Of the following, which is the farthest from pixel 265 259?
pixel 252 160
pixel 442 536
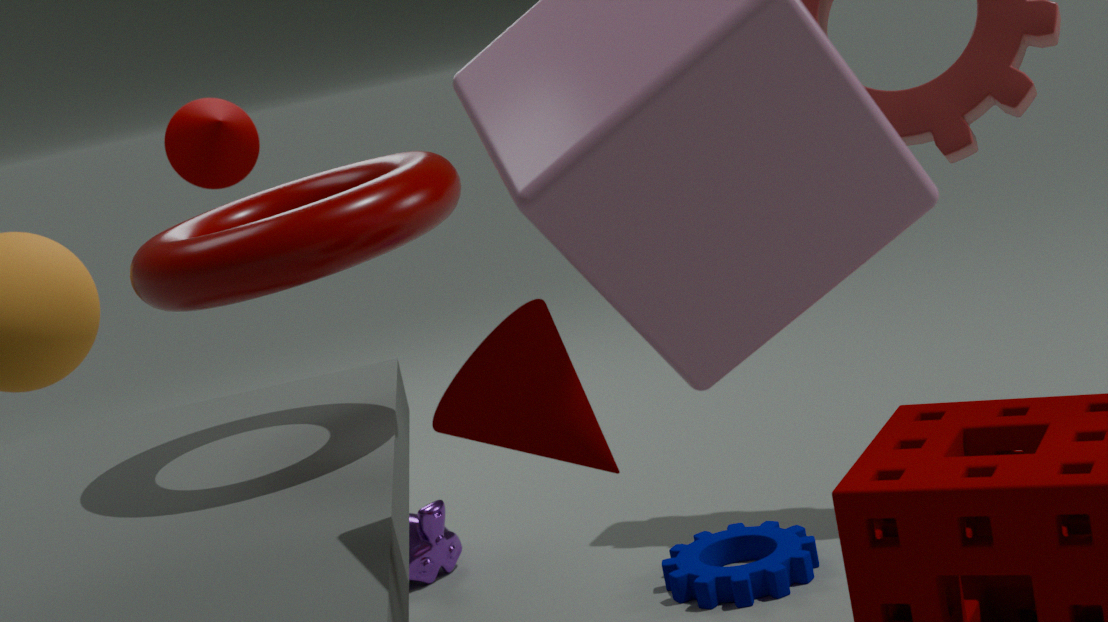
pixel 252 160
